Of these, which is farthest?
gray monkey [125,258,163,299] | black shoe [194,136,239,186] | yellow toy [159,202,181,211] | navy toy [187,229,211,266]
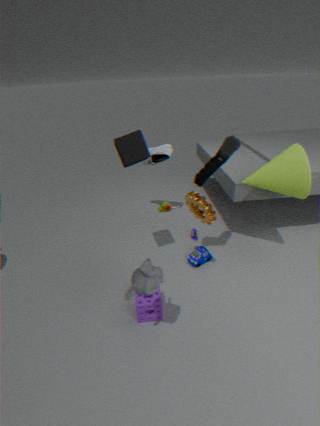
yellow toy [159,202,181,211]
